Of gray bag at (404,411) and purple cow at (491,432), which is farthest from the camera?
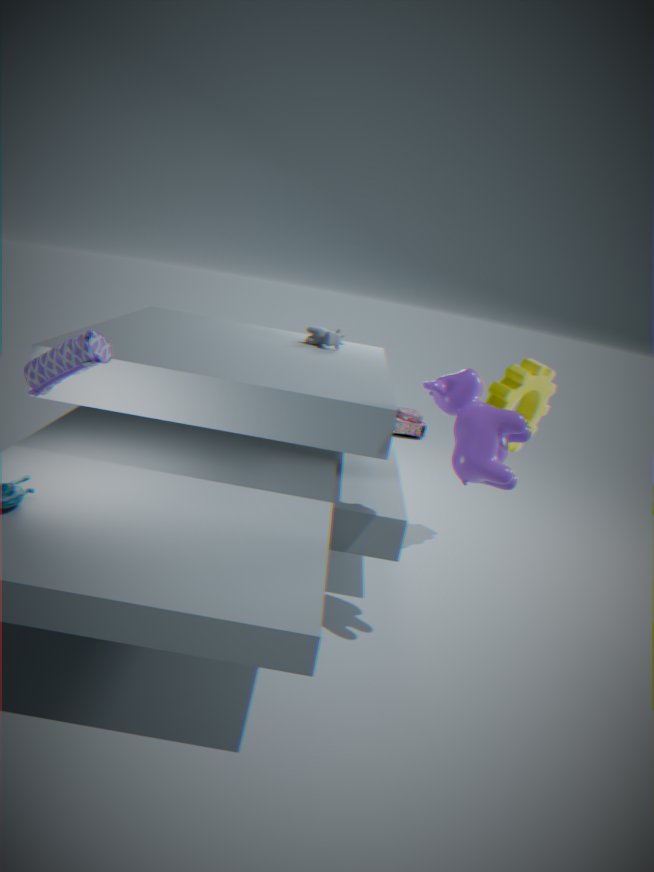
gray bag at (404,411)
